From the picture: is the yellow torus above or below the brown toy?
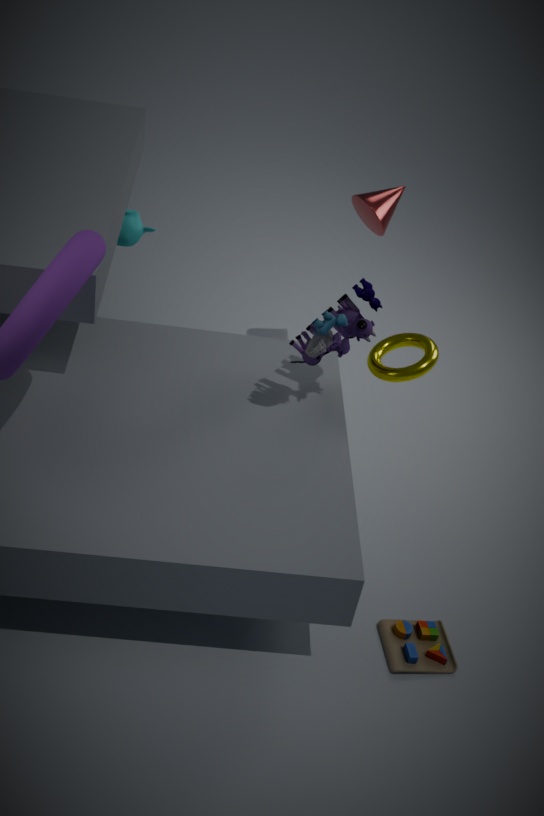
above
